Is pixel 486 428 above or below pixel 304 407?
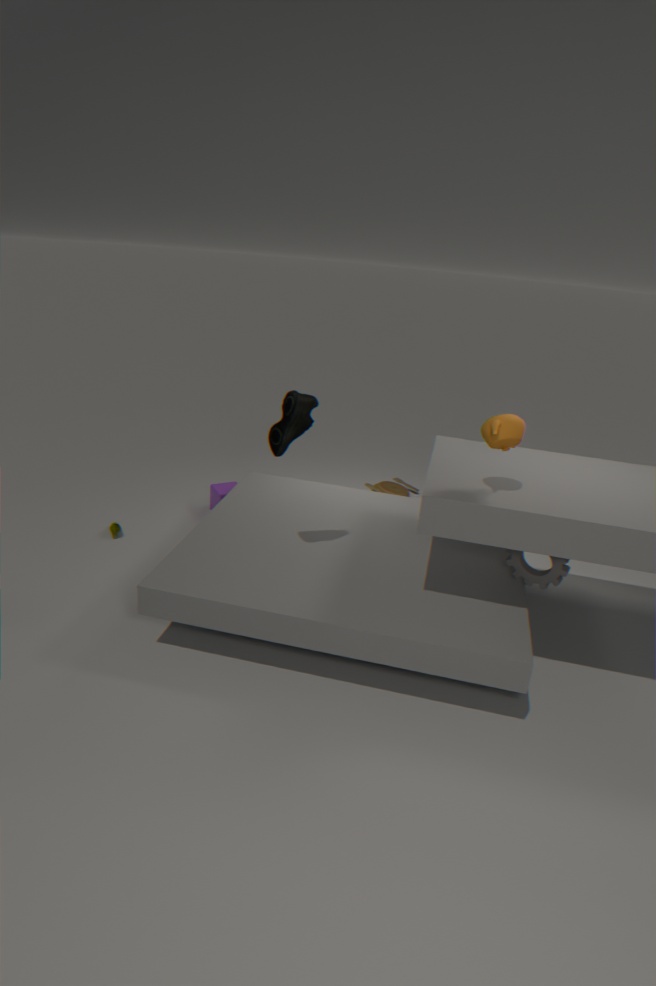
above
